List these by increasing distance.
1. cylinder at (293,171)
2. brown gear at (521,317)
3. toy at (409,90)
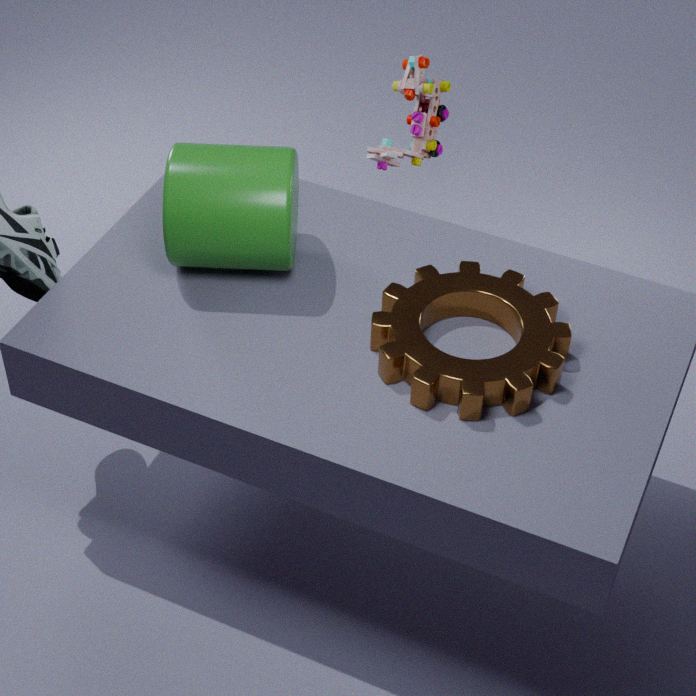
brown gear at (521,317), cylinder at (293,171), toy at (409,90)
